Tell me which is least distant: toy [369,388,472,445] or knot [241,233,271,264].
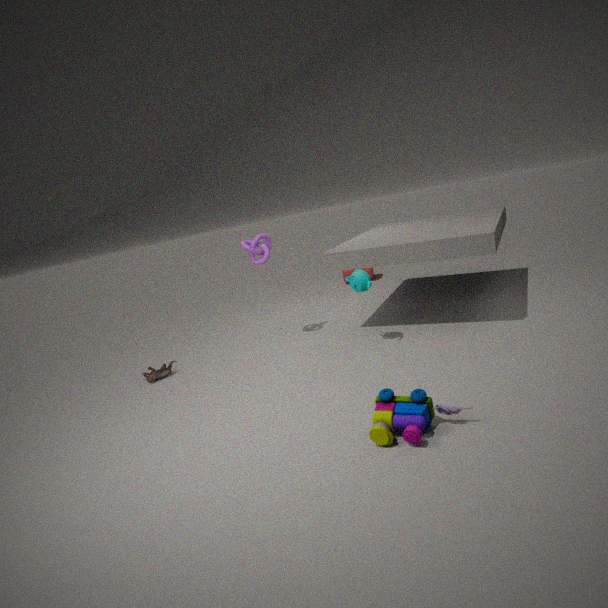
toy [369,388,472,445]
